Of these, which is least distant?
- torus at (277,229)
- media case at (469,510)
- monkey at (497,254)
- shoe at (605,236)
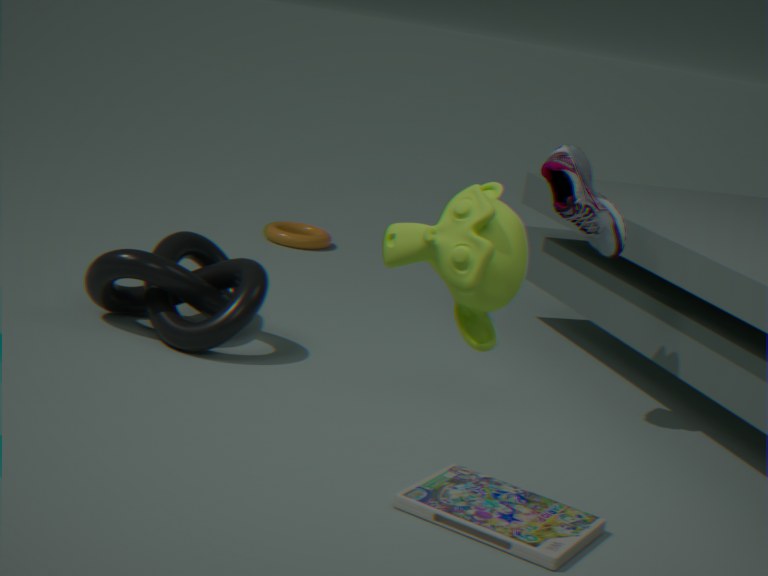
monkey at (497,254)
